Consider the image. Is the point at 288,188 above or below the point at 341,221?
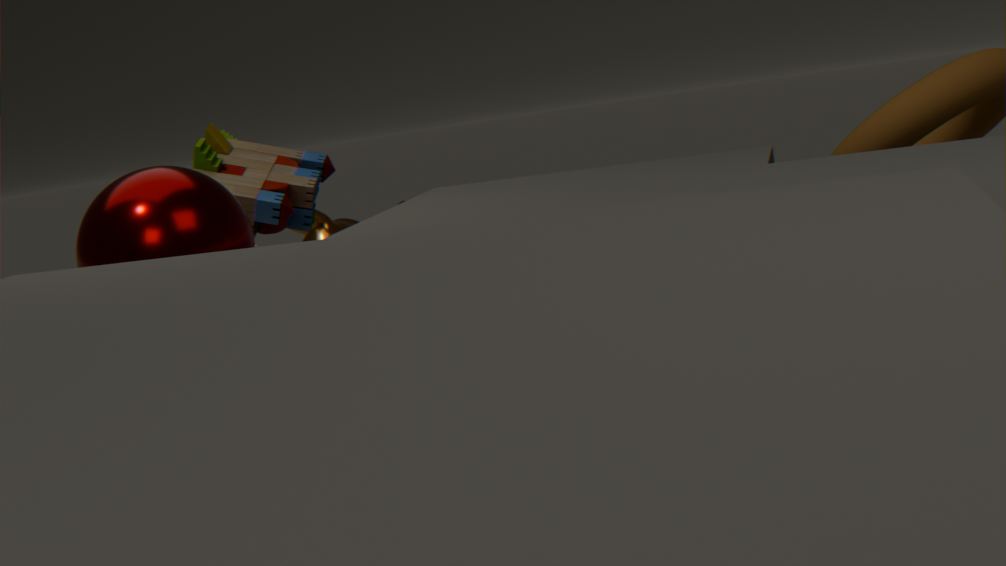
above
